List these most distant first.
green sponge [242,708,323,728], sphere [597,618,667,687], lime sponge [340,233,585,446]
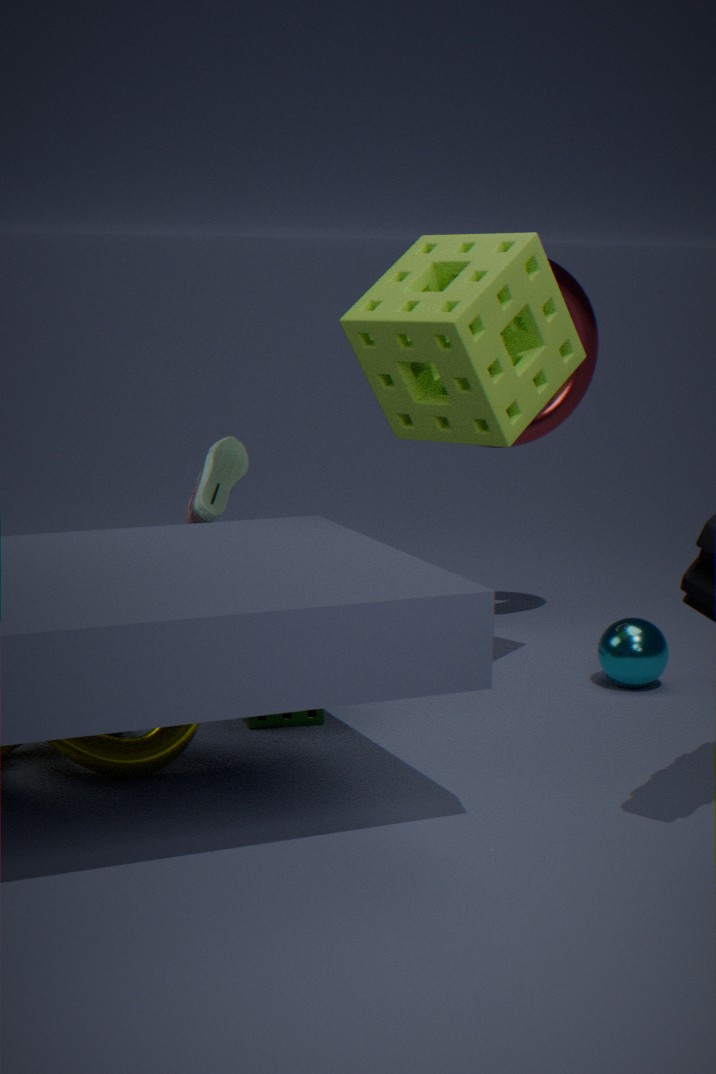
sphere [597,618,667,687], green sponge [242,708,323,728], lime sponge [340,233,585,446]
